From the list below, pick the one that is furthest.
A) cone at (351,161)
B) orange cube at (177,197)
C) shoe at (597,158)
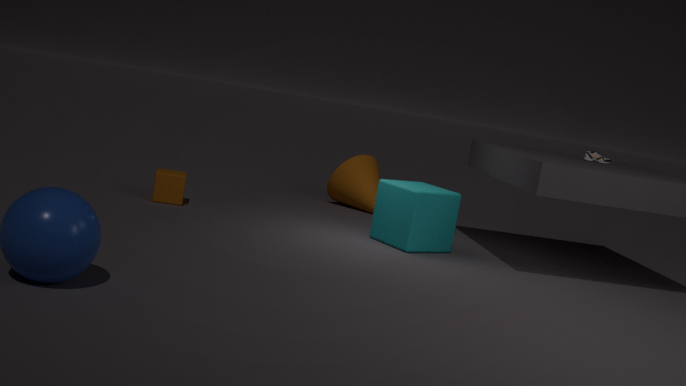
cone at (351,161)
